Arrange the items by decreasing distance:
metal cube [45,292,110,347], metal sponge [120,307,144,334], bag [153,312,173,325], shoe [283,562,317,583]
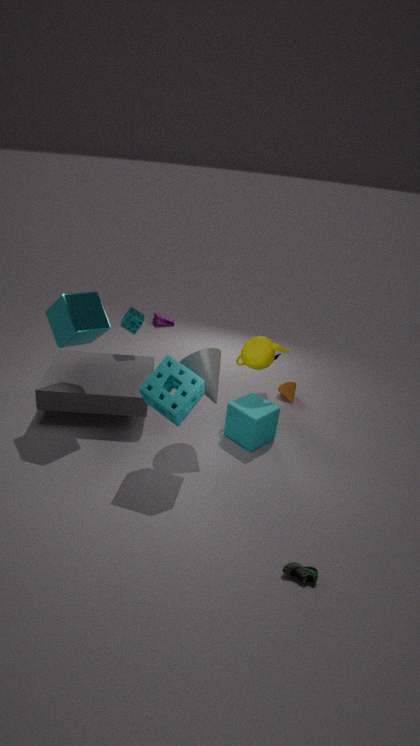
bag [153,312,173,325], metal sponge [120,307,144,334], metal cube [45,292,110,347], shoe [283,562,317,583]
